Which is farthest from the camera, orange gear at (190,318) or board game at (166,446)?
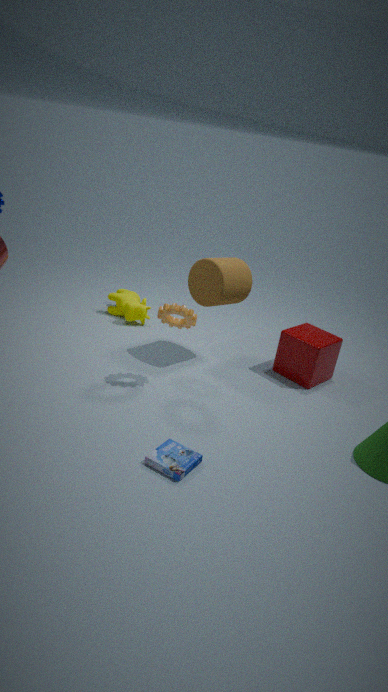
orange gear at (190,318)
